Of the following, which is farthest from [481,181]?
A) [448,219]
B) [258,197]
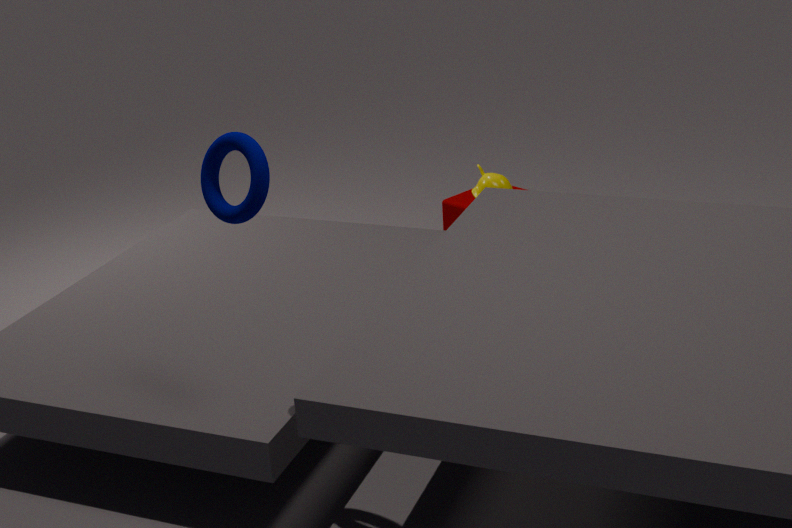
[258,197]
